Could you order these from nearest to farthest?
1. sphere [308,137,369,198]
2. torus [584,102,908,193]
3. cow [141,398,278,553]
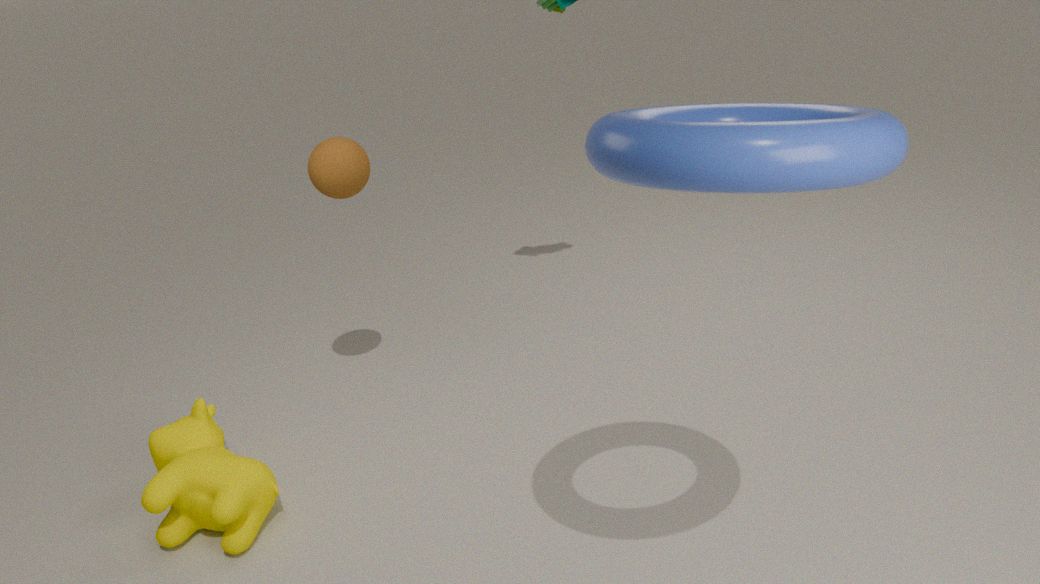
torus [584,102,908,193] → cow [141,398,278,553] → sphere [308,137,369,198]
